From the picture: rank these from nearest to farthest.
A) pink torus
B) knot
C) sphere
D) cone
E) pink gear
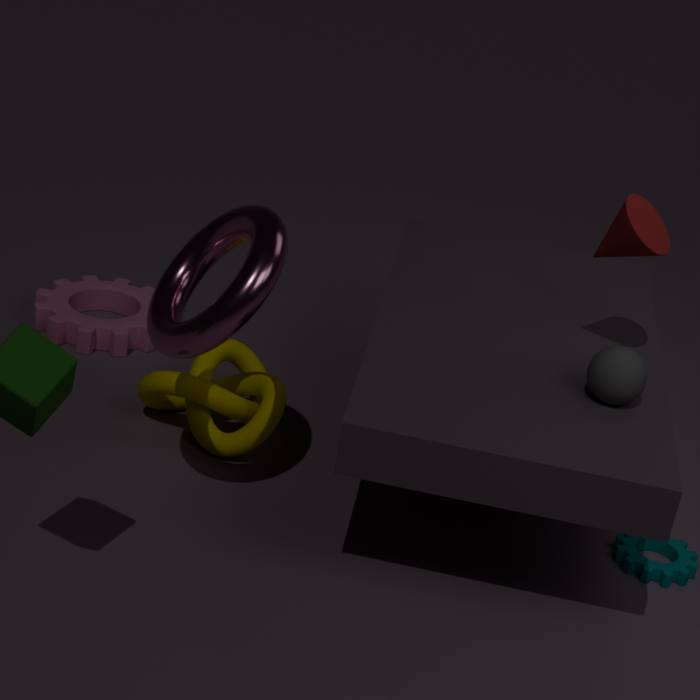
pink torus → sphere → cone → knot → pink gear
